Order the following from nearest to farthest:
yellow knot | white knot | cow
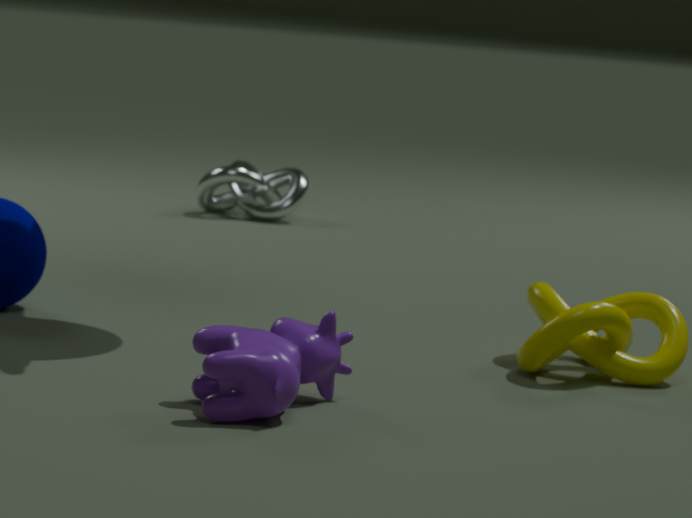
cow → yellow knot → white knot
